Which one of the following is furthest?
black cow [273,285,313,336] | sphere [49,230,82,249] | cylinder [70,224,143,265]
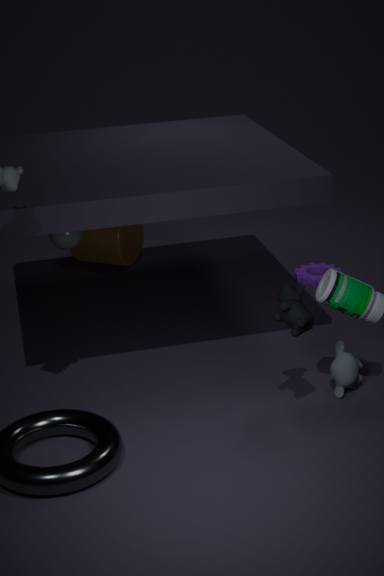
cylinder [70,224,143,265]
